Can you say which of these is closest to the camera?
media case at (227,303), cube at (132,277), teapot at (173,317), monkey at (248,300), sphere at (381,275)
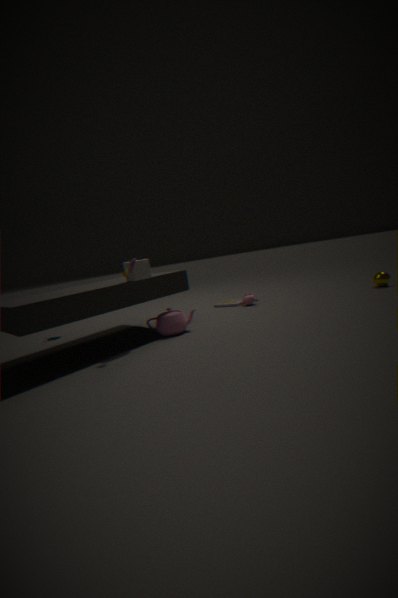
cube at (132,277)
